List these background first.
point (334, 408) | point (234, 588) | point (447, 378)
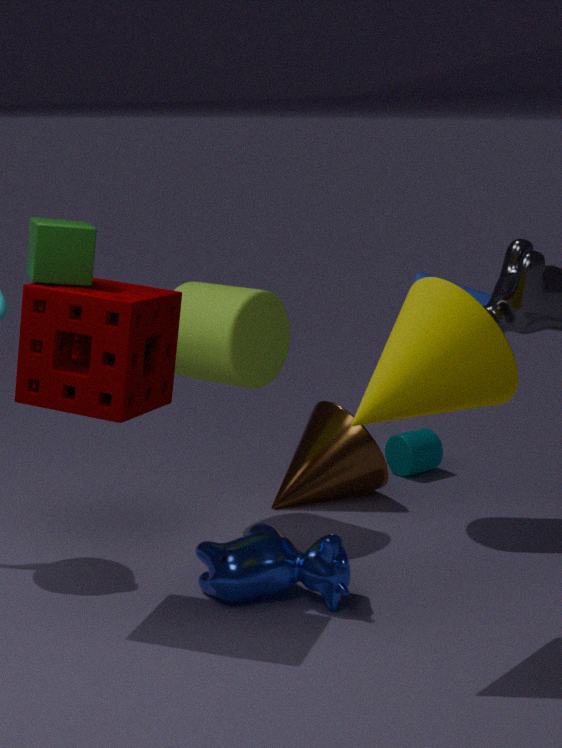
point (334, 408) → point (234, 588) → point (447, 378)
